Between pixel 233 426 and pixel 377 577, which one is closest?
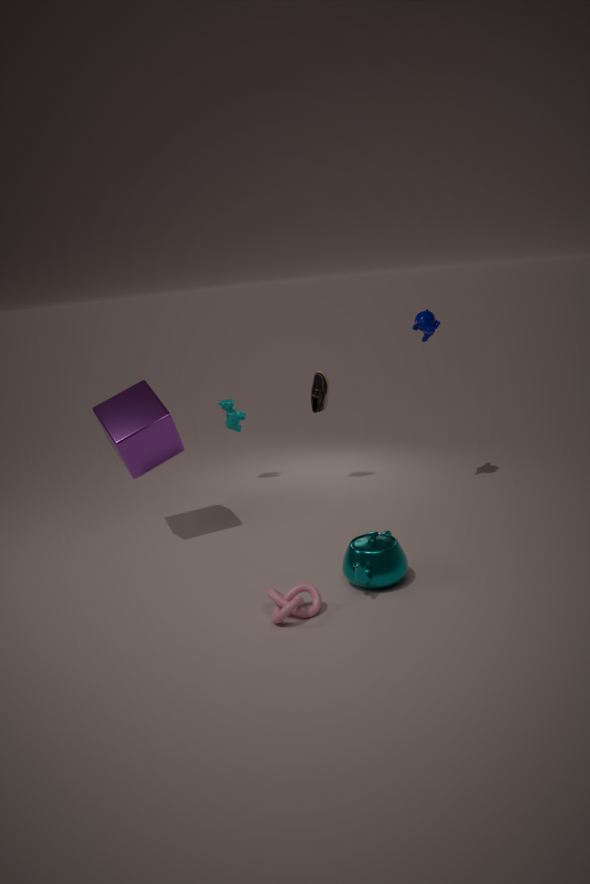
pixel 377 577
